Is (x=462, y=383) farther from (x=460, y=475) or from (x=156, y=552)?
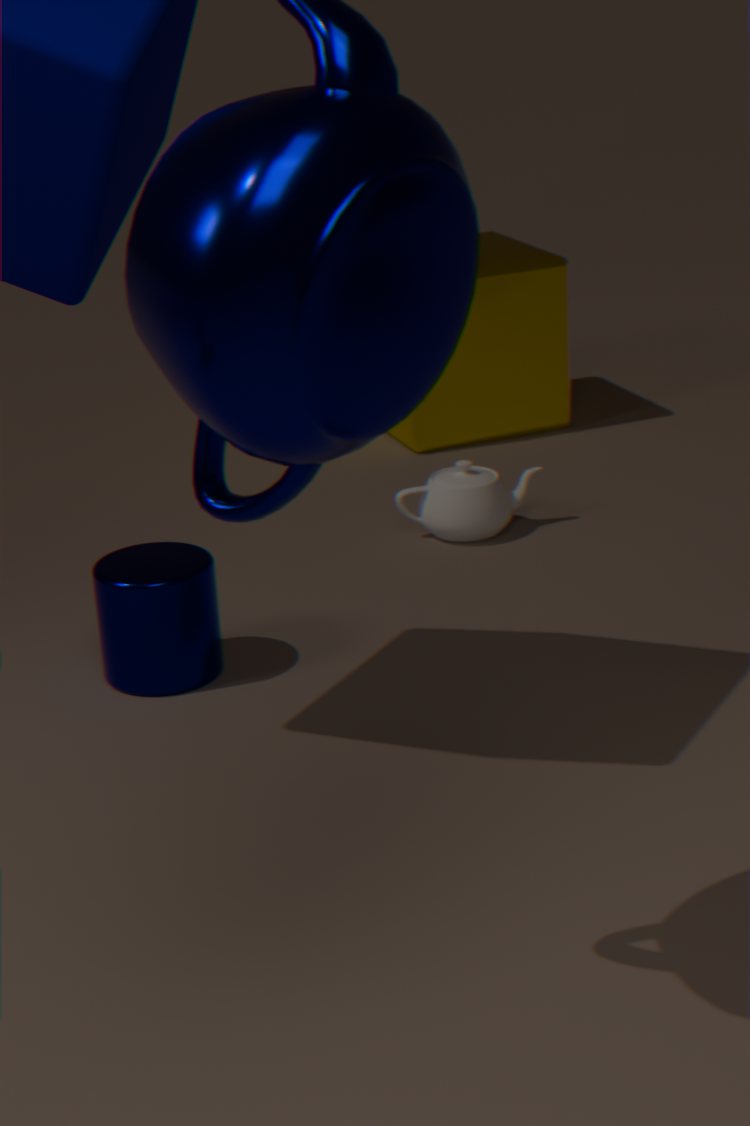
(x=156, y=552)
